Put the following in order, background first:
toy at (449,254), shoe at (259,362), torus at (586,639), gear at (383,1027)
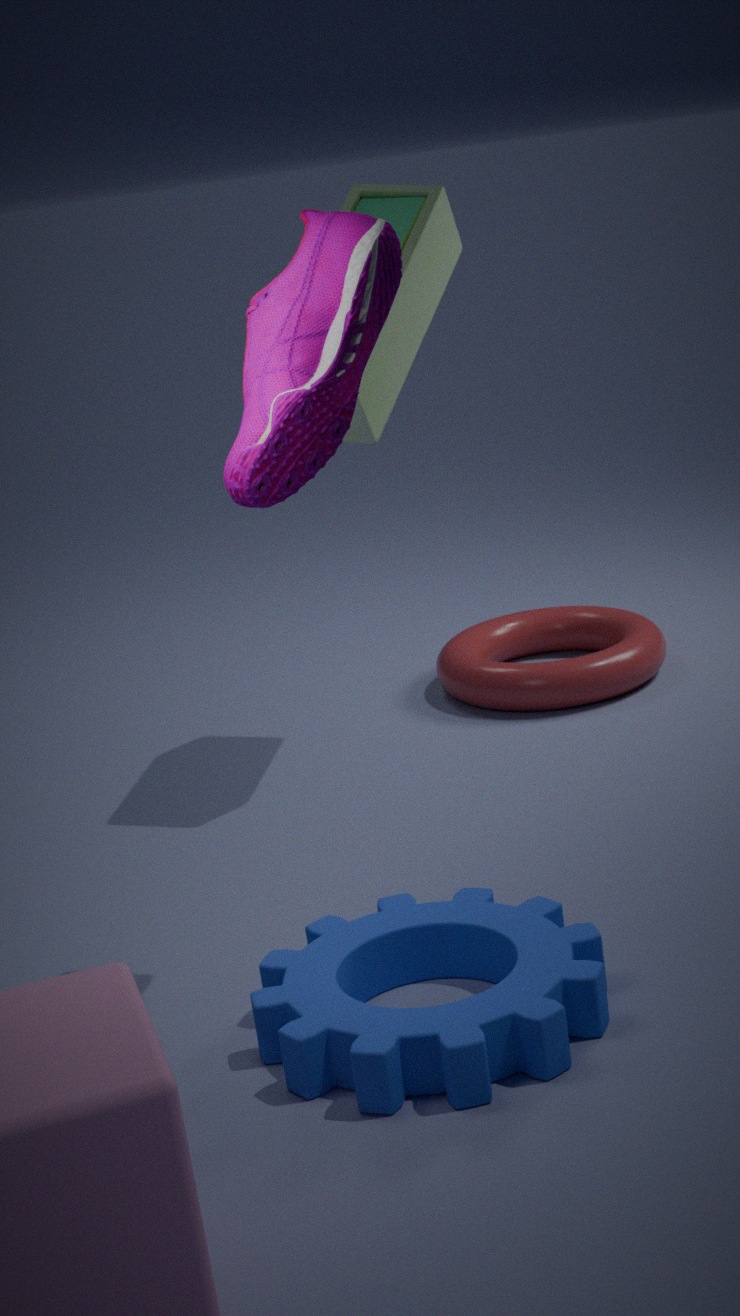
torus at (586,639)
toy at (449,254)
shoe at (259,362)
gear at (383,1027)
